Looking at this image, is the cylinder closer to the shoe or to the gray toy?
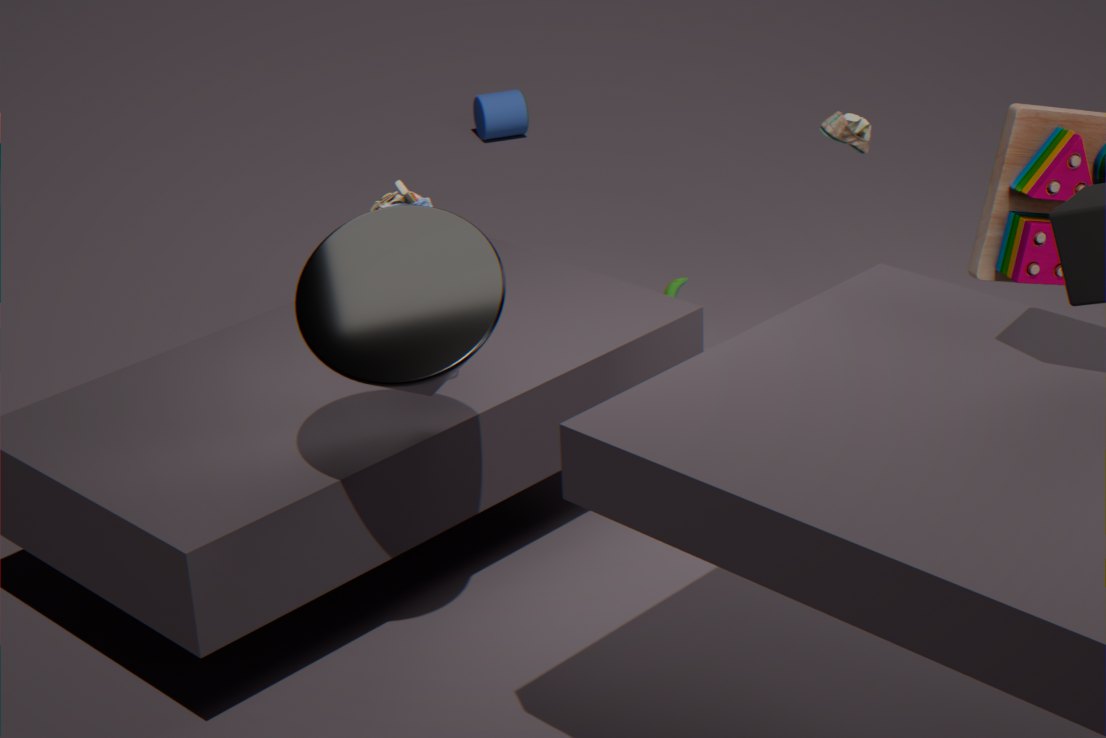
the shoe
